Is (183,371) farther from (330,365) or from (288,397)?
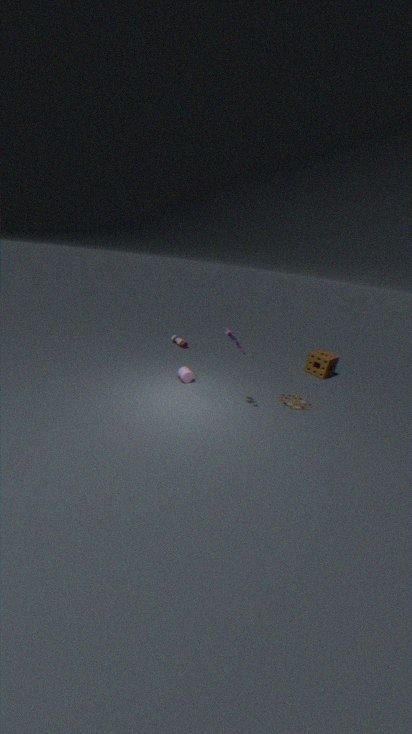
(330,365)
